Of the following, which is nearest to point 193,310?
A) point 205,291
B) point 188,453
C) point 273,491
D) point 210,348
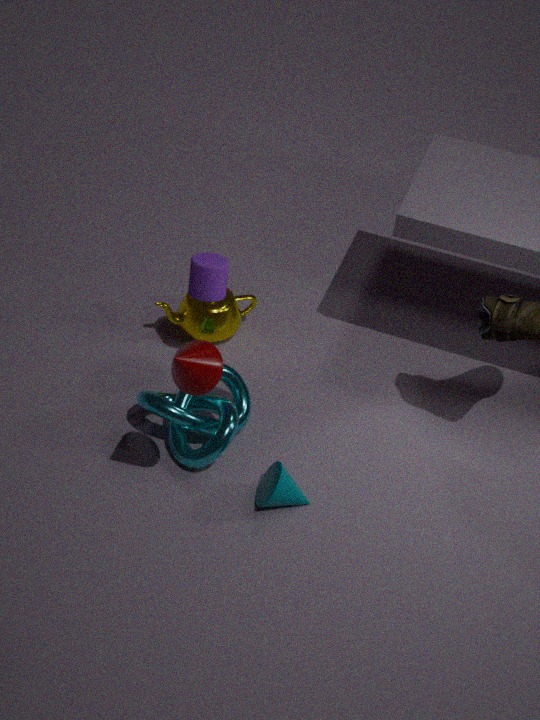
point 205,291
